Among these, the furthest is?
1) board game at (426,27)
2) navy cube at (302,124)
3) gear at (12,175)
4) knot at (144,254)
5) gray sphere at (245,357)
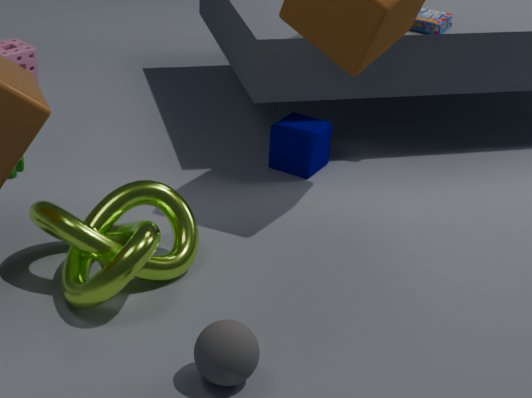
1. board game at (426,27)
